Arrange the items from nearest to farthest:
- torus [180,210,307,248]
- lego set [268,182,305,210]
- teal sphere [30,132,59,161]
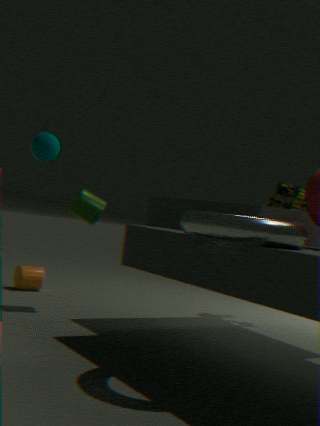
torus [180,210,307,248]
teal sphere [30,132,59,161]
lego set [268,182,305,210]
